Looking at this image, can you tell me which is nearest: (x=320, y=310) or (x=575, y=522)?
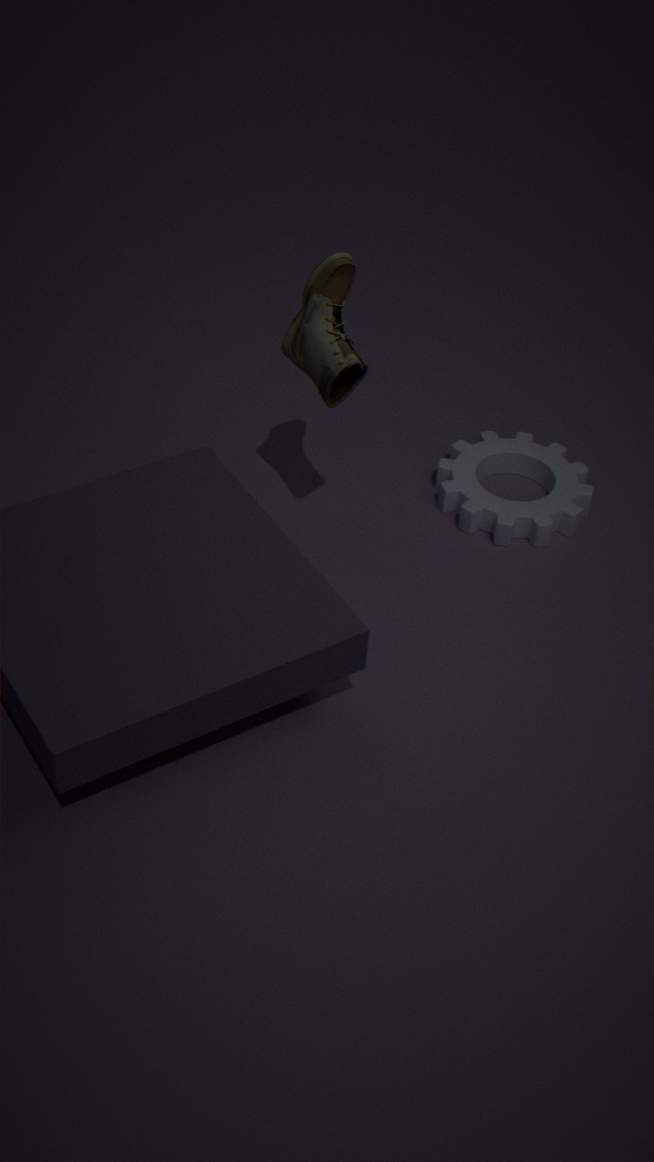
(x=320, y=310)
